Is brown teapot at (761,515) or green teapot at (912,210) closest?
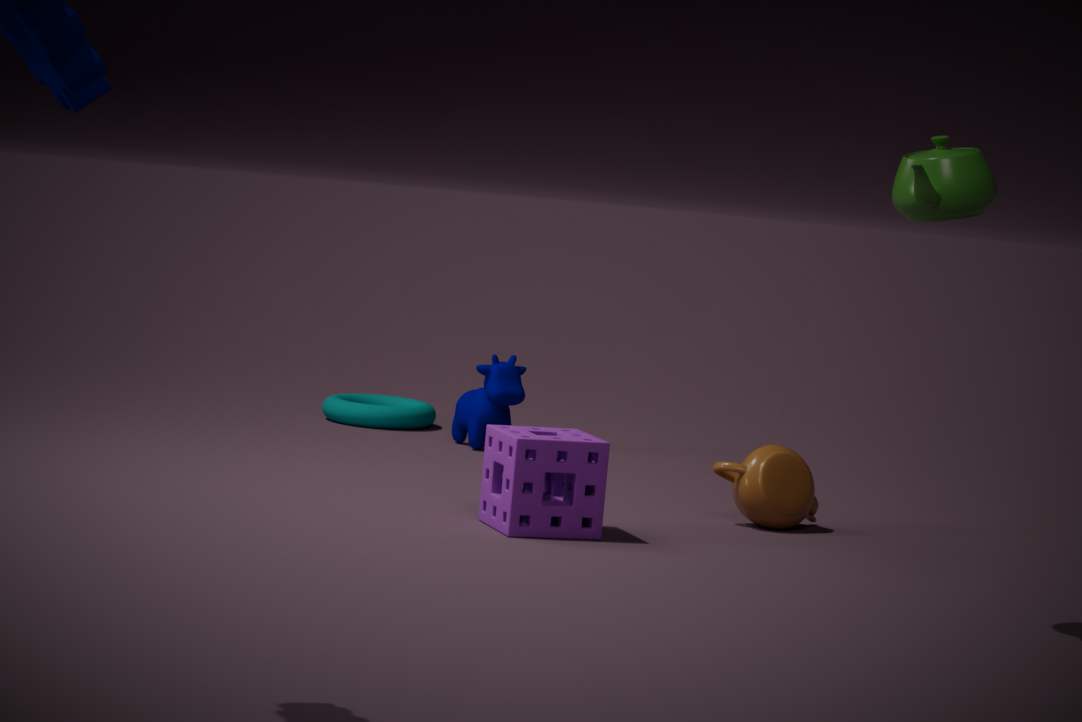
green teapot at (912,210)
